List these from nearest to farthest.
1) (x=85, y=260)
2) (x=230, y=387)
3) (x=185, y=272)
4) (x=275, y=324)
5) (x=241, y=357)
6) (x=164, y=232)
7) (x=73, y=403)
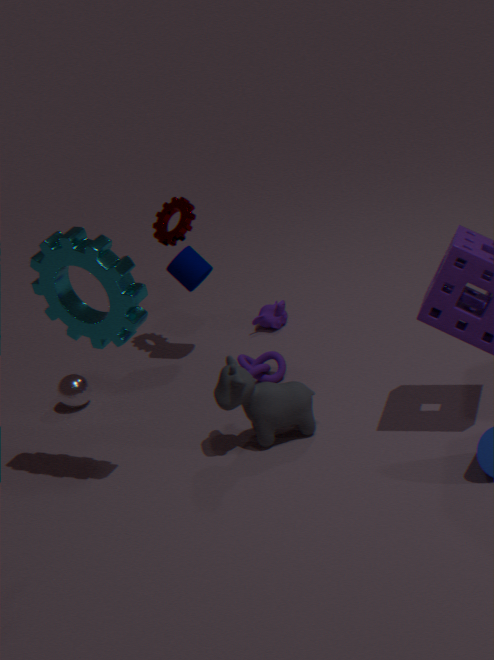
1. 1. (x=85, y=260)
2. 2. (x=230, y=387)
3. 5. (x=241, y=357)
4. 7. (x=73, y=403)
5. 3. (x=185, y=272)
6. 6. (x=164, y=232)
7. 4. (x=275, y=324)
